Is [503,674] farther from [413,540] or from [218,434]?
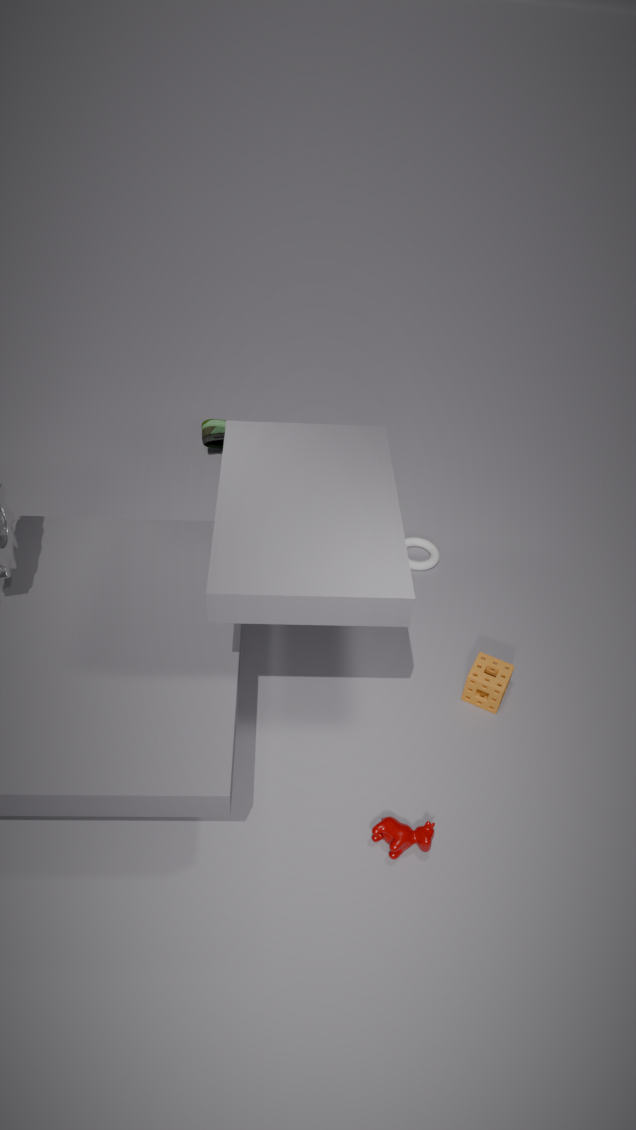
[218,434]
